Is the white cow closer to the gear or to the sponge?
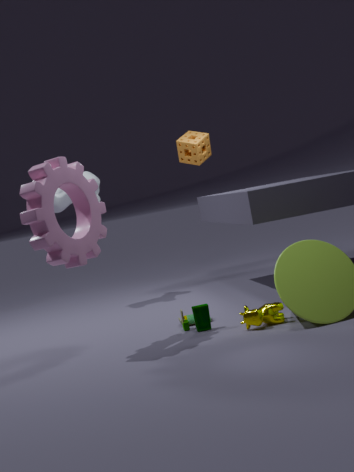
the sponge
